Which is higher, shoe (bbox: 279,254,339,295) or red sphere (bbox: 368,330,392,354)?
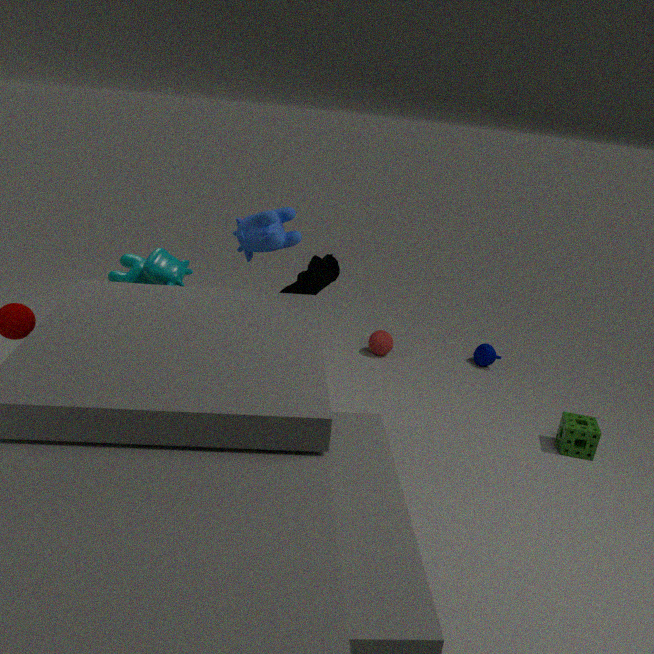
shoe (bbox: 279,254,339,295)
